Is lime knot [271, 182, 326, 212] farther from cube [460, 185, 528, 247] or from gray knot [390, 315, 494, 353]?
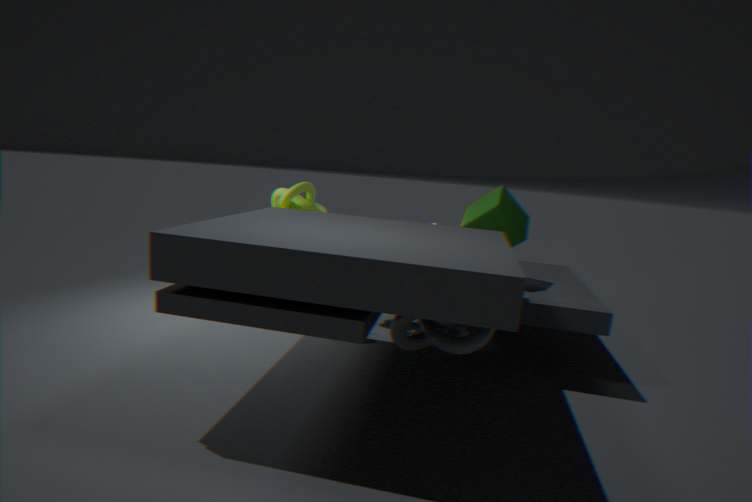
gray knot [390, 315, 494, 353]
